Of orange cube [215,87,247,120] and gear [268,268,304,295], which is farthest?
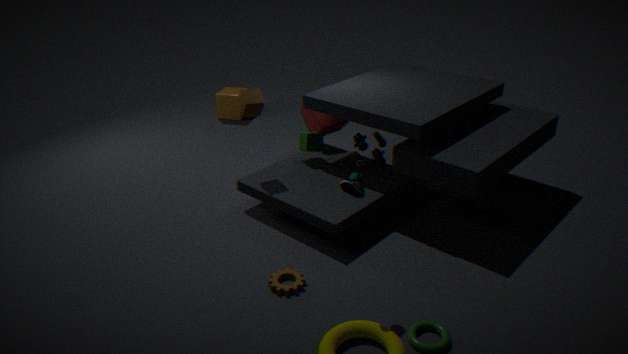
orange cube [215,87,247,120]
